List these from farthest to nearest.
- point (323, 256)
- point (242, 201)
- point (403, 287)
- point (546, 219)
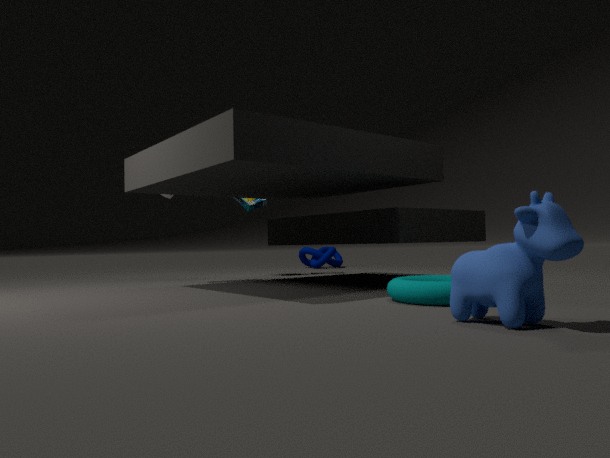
point (323, 256) → point (242, 201) → point (403, 287) → point (546, 219)
